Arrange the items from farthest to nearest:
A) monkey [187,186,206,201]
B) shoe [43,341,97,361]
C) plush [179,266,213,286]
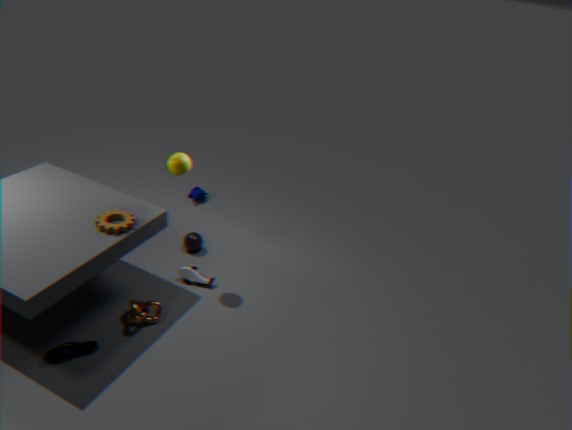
monkey [187,186,206,201] → plush [179,266,213,286] → shoe [43,341,97,361]
